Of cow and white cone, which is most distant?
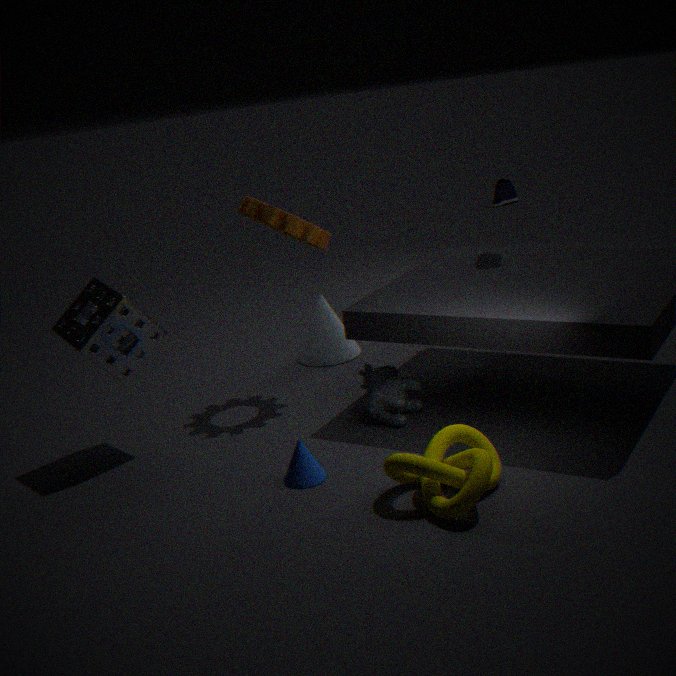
white cone
